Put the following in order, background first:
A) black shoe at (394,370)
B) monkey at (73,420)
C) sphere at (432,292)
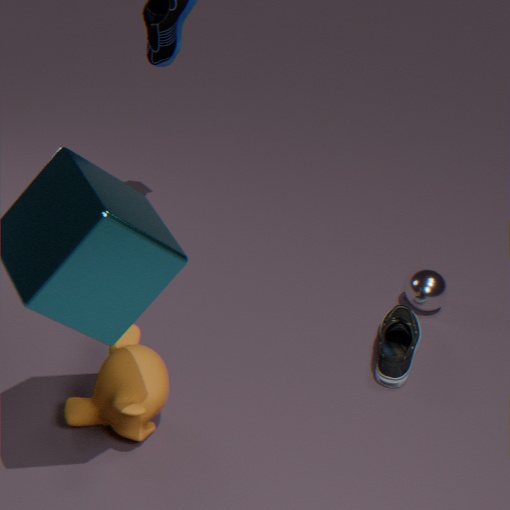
sphere at (432,292)
black shoe at (394,370)
monkey at (73,420)
